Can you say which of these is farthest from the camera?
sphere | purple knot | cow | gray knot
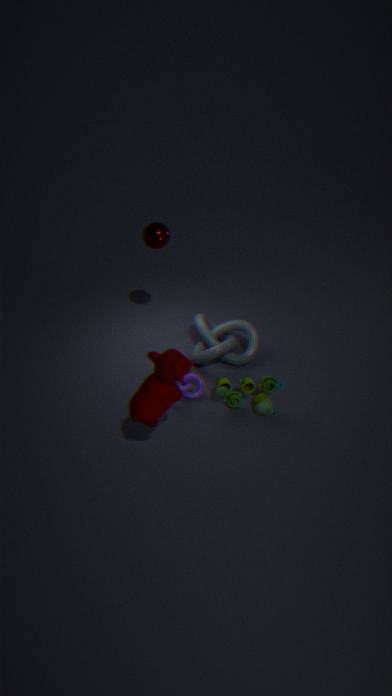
gray knot
